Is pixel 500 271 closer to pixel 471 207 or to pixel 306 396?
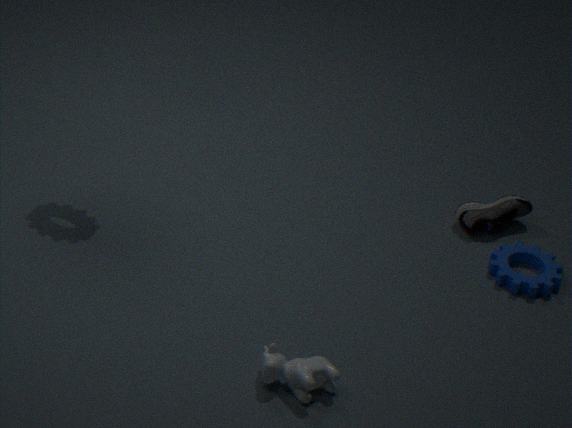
pixel 471 207
